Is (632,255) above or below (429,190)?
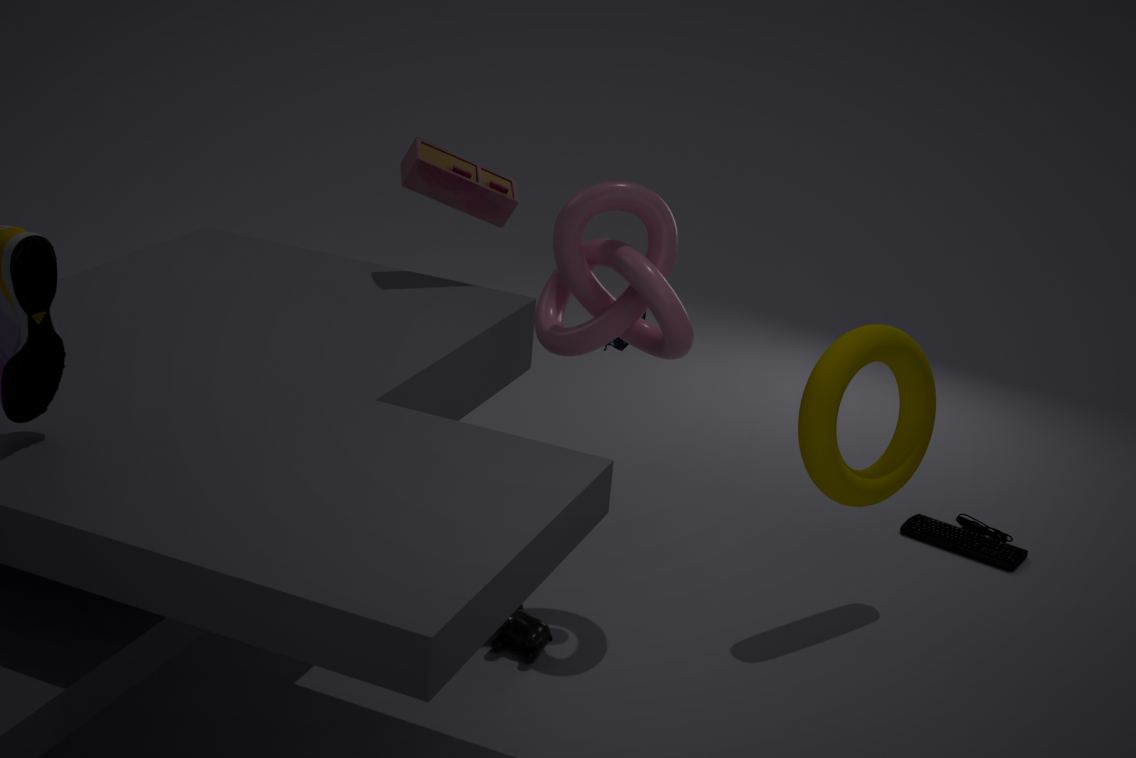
below
